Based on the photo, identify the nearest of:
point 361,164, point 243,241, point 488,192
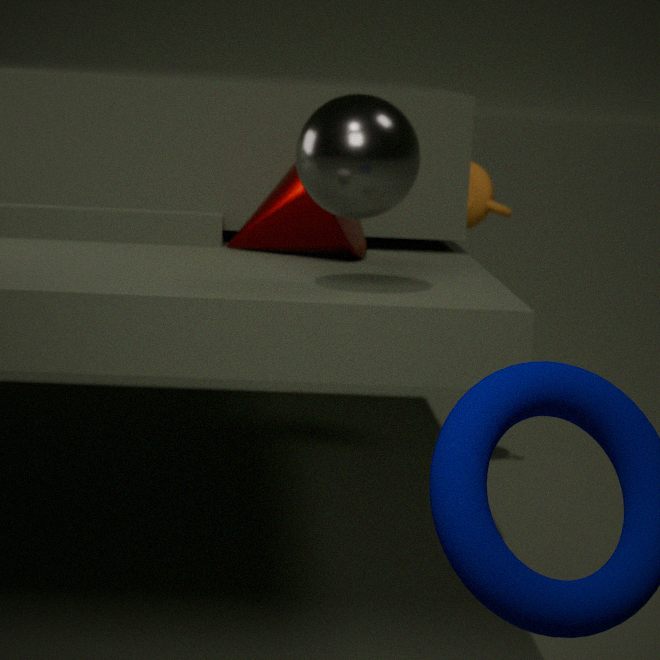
point 361,164
